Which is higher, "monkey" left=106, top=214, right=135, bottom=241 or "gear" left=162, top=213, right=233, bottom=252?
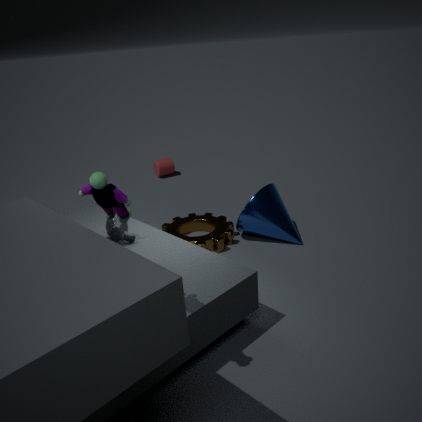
"monkey" left=106, top=214, right=135, bottom=241
